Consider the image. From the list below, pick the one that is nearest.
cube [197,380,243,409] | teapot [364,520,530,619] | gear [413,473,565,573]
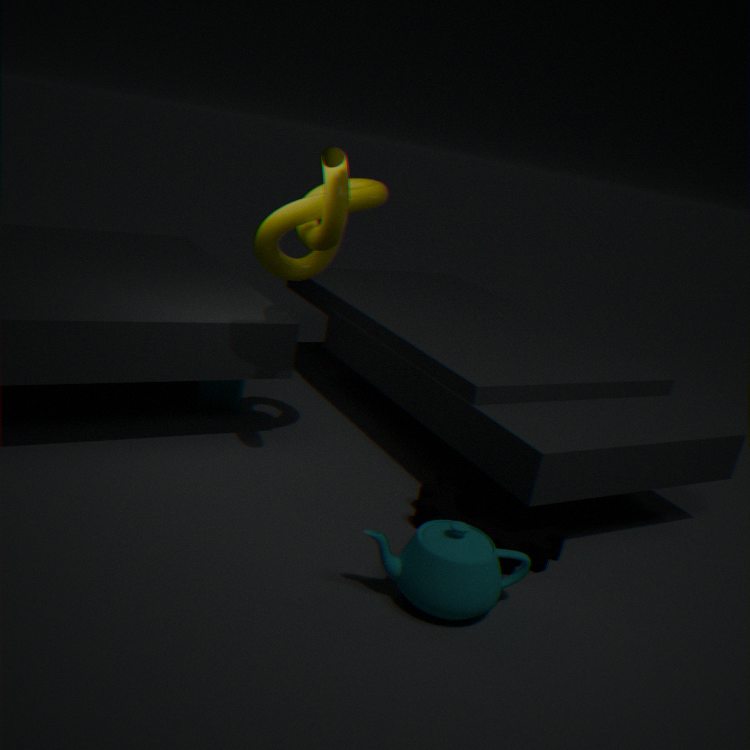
teapot [364,520,530,619]
